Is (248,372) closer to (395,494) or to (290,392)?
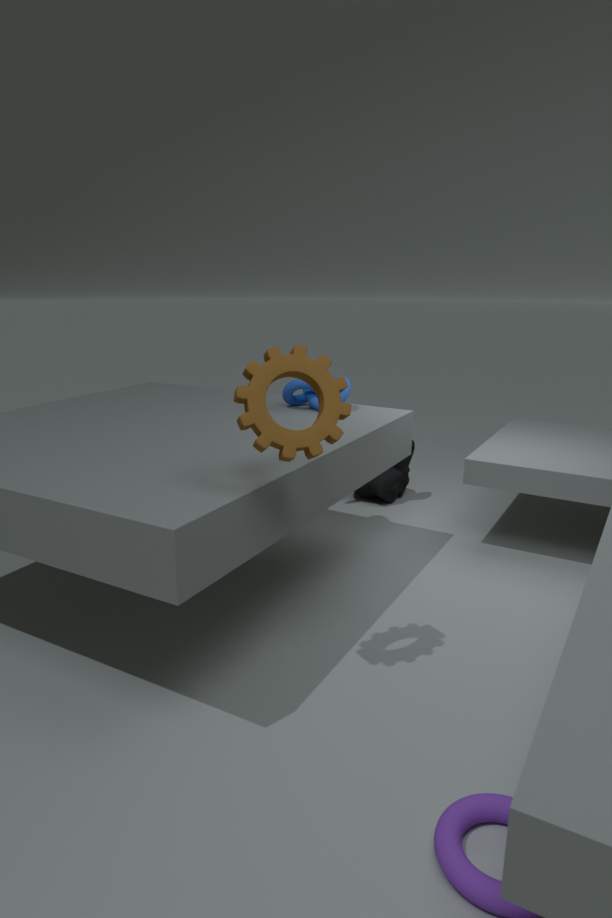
(290,392)
